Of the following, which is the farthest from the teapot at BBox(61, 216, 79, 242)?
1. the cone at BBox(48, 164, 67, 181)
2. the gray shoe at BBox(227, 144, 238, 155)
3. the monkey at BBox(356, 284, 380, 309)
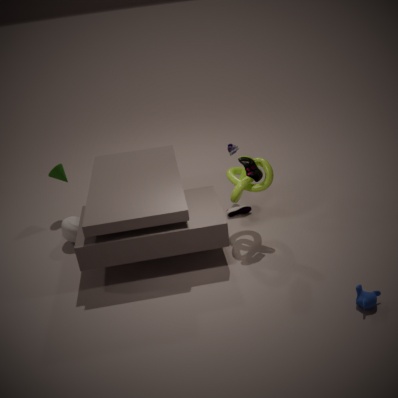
the monkey at BBox(356, 284, 380, 309)
